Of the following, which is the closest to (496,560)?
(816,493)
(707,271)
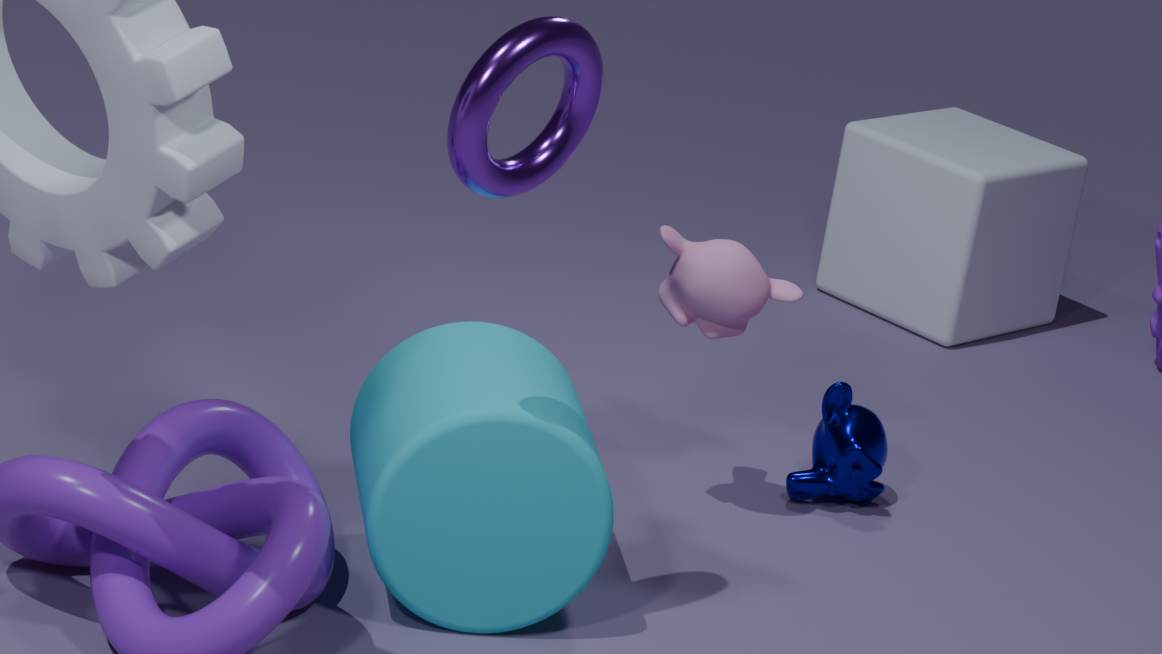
(707,271)
